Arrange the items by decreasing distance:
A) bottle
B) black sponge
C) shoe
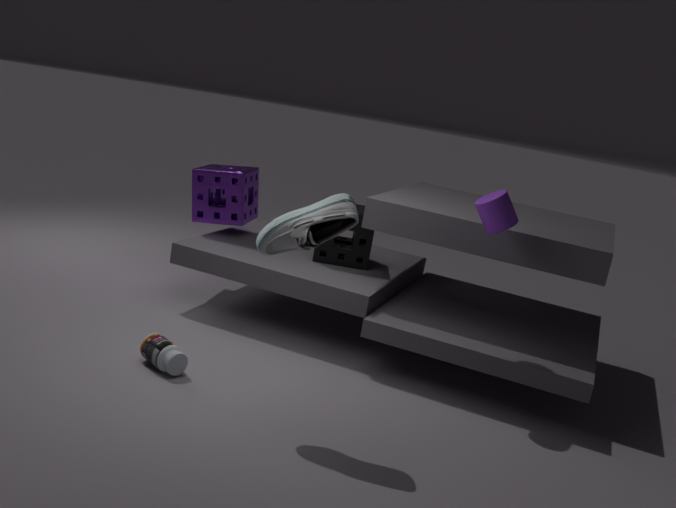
1. black sponge
2. bottle
3. shoe
